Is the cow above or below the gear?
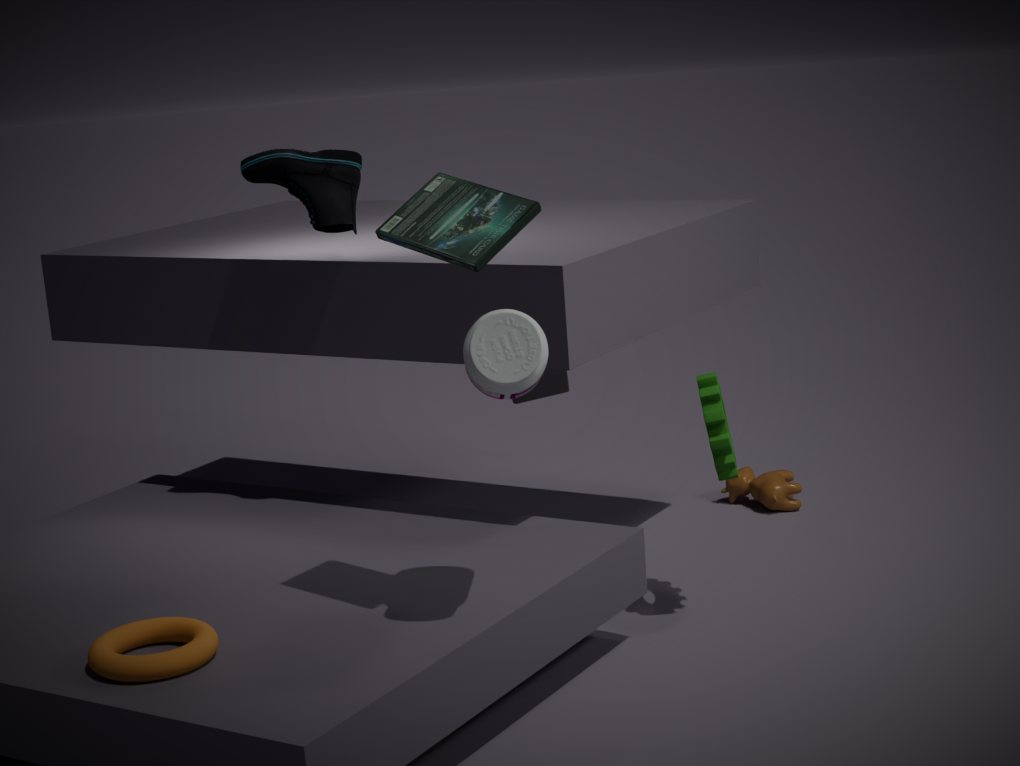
below
